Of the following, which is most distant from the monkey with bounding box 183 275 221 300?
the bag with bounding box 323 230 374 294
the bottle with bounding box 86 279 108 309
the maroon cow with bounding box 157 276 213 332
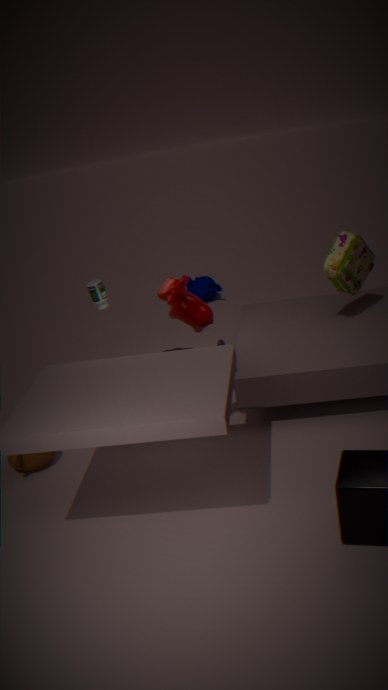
the maroon cow with bounding box 157 276 213 332
